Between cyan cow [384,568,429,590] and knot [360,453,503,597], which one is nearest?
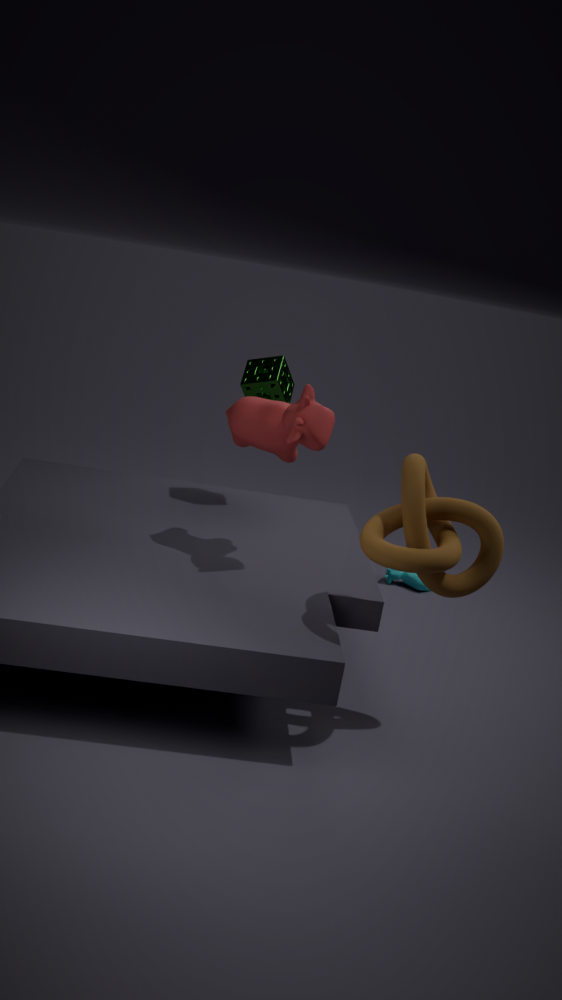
knot [360,453,503,597]
